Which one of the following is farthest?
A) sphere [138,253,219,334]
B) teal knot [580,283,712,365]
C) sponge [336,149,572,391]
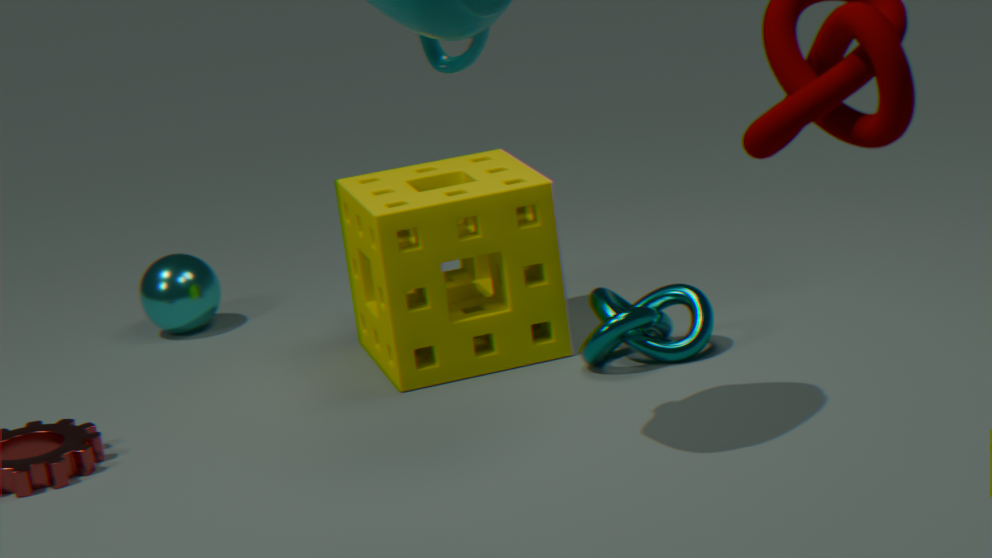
sphere [138,253,219,334]
